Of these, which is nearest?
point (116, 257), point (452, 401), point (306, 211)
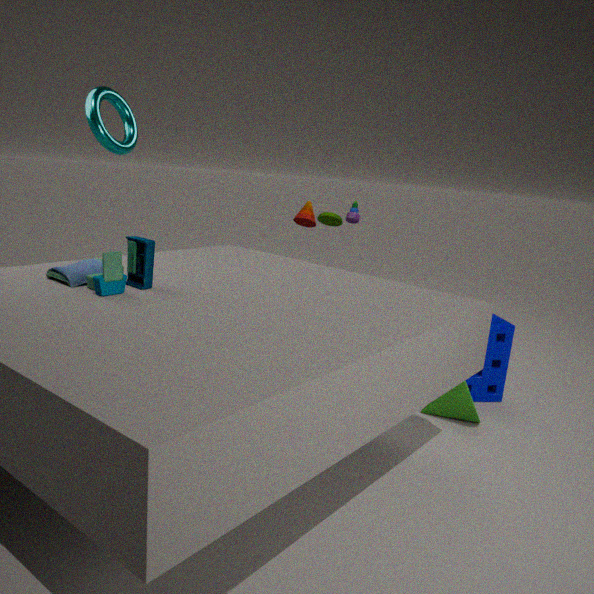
point (116, 257)
